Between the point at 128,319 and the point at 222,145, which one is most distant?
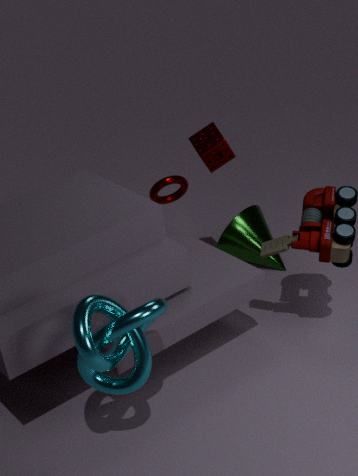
the point at 222,145
